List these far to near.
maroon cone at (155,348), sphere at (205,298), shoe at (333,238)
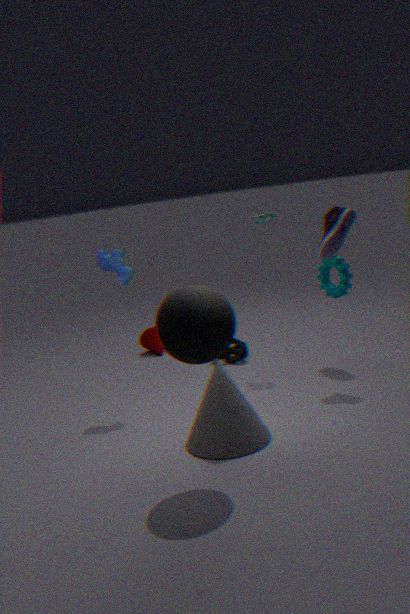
maroon cone at (155,348)
shoe at (333,238)
sphere at (205,298)
